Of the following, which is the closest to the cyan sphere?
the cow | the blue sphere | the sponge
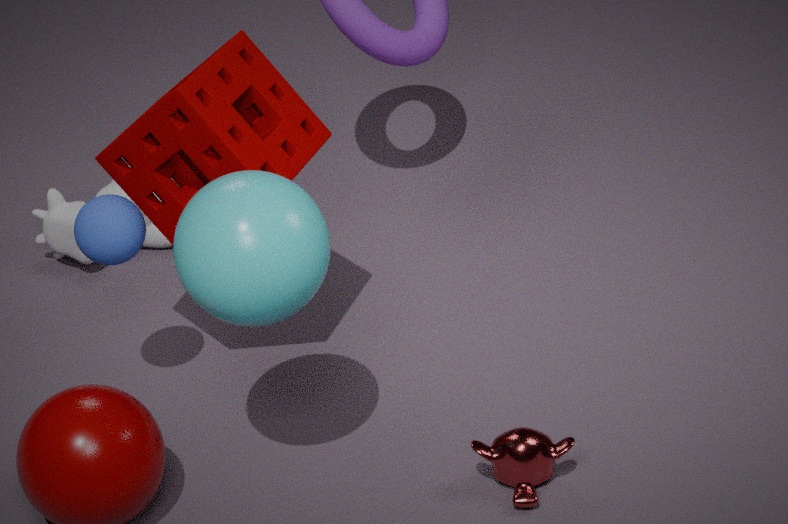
the sponge
